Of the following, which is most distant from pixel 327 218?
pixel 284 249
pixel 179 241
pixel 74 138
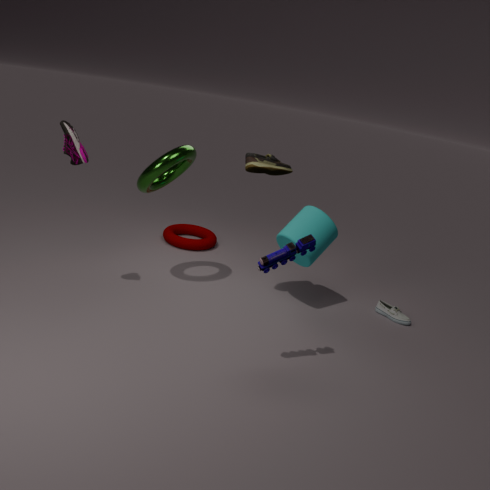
pixel 74 138
